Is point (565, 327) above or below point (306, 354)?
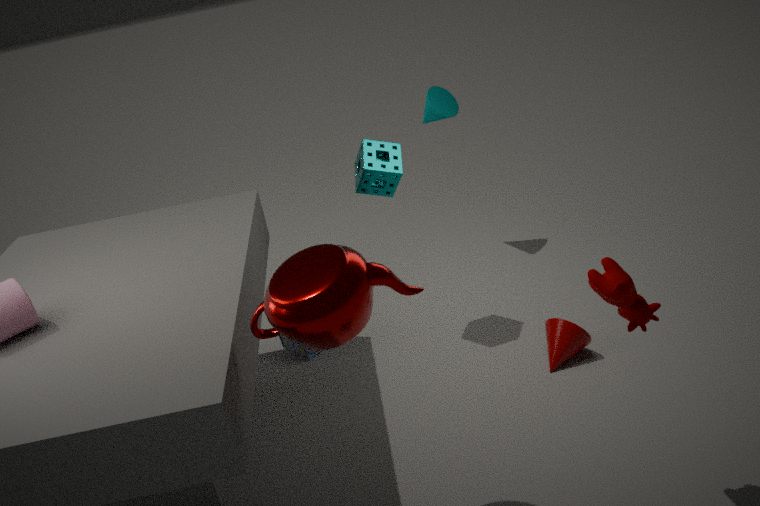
below
